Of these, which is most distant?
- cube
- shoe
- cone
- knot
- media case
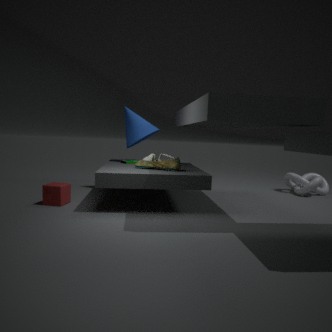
knot
